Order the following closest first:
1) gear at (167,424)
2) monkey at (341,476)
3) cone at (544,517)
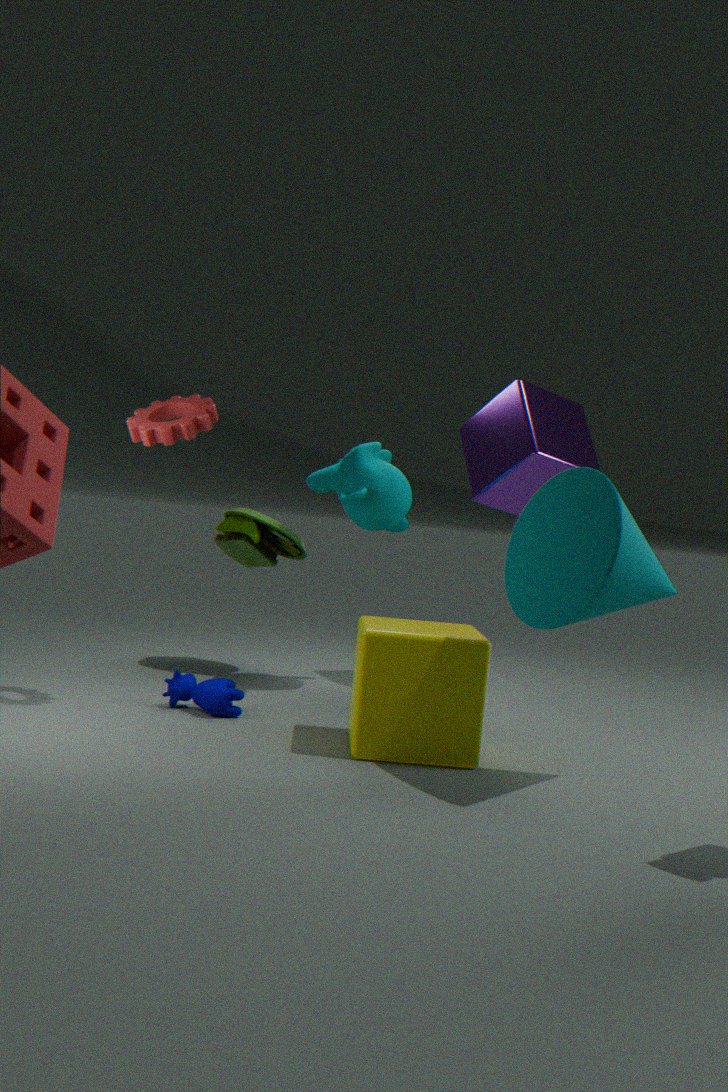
1. 3. cone at (544,517)
2. 1. gear at (167,424)
3. 2. monkey at (341,476)
